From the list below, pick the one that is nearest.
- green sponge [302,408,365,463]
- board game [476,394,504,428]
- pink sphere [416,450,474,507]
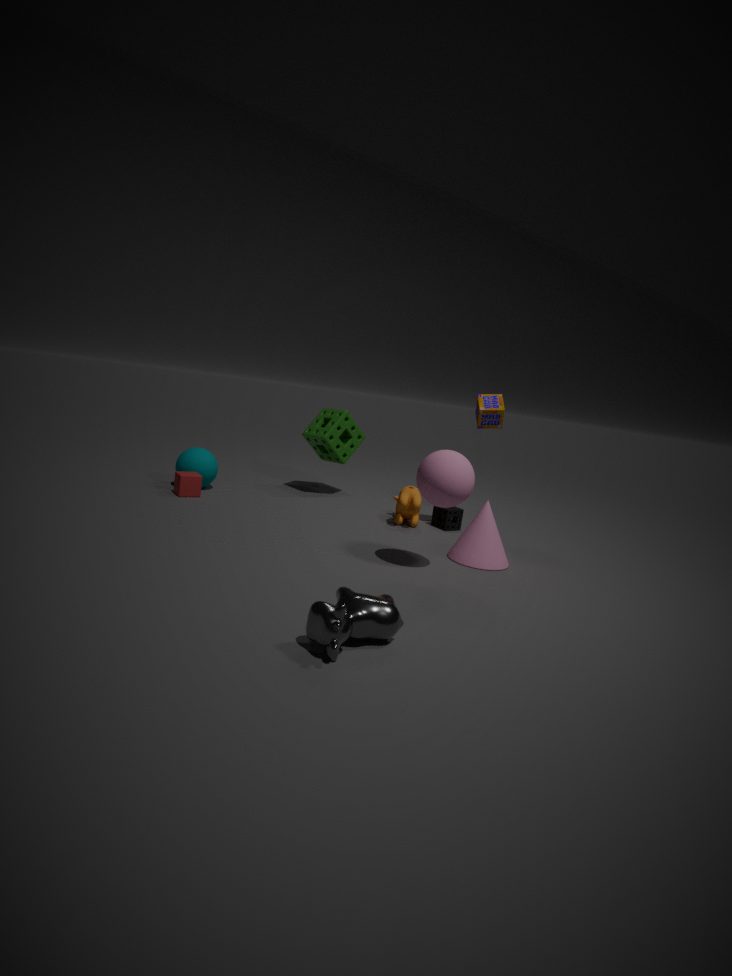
pink sphere [416,450,474,507]
